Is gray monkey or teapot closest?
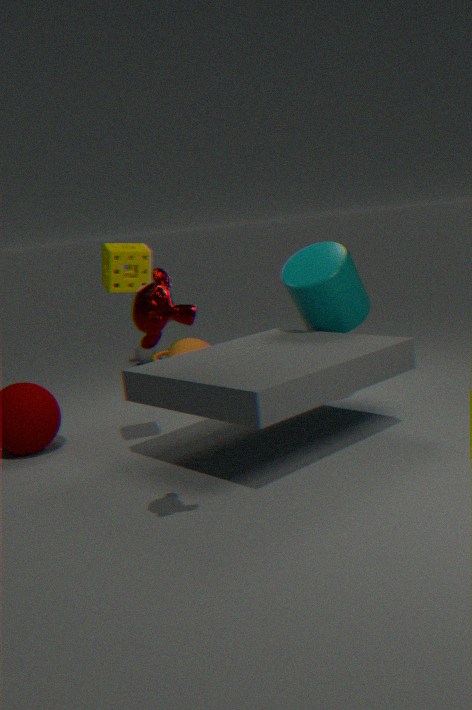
teapot
